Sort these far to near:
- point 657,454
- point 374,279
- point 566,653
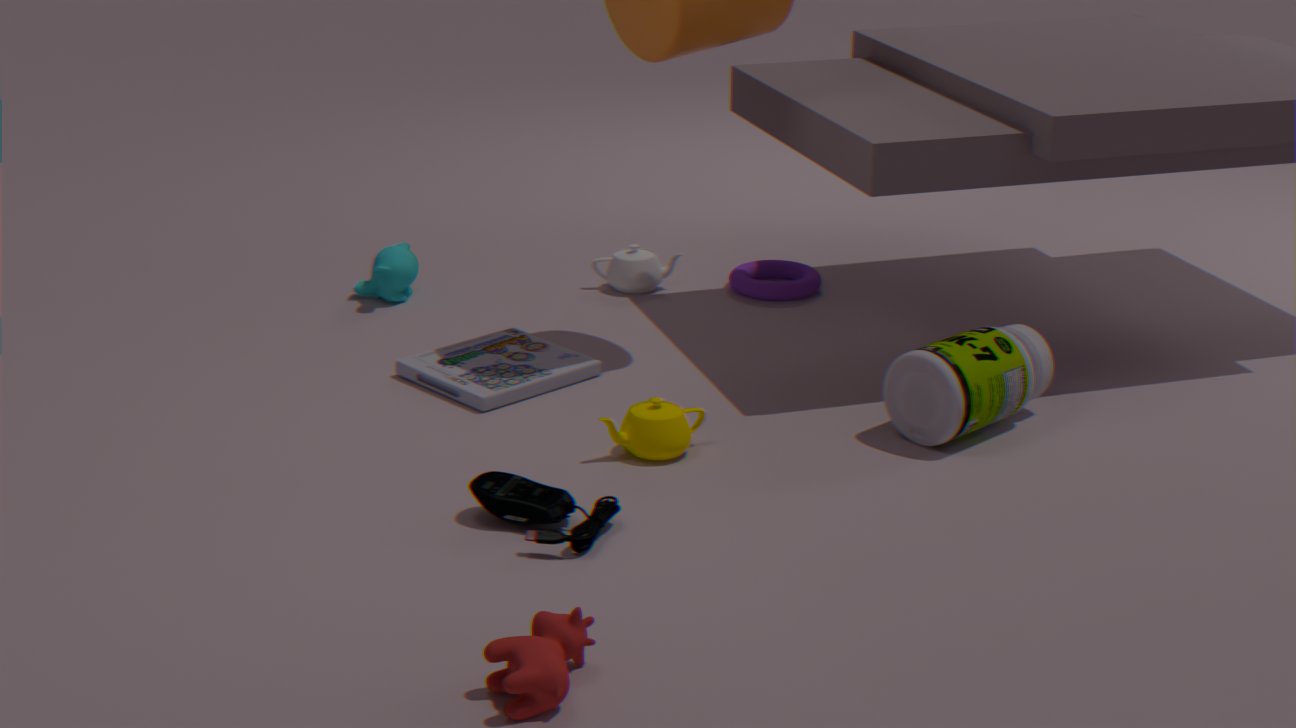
point 374,279, point 657,454, point 566,653
